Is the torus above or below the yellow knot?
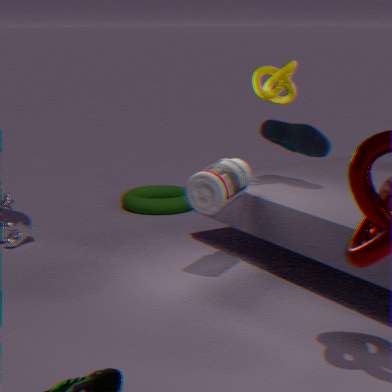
below
